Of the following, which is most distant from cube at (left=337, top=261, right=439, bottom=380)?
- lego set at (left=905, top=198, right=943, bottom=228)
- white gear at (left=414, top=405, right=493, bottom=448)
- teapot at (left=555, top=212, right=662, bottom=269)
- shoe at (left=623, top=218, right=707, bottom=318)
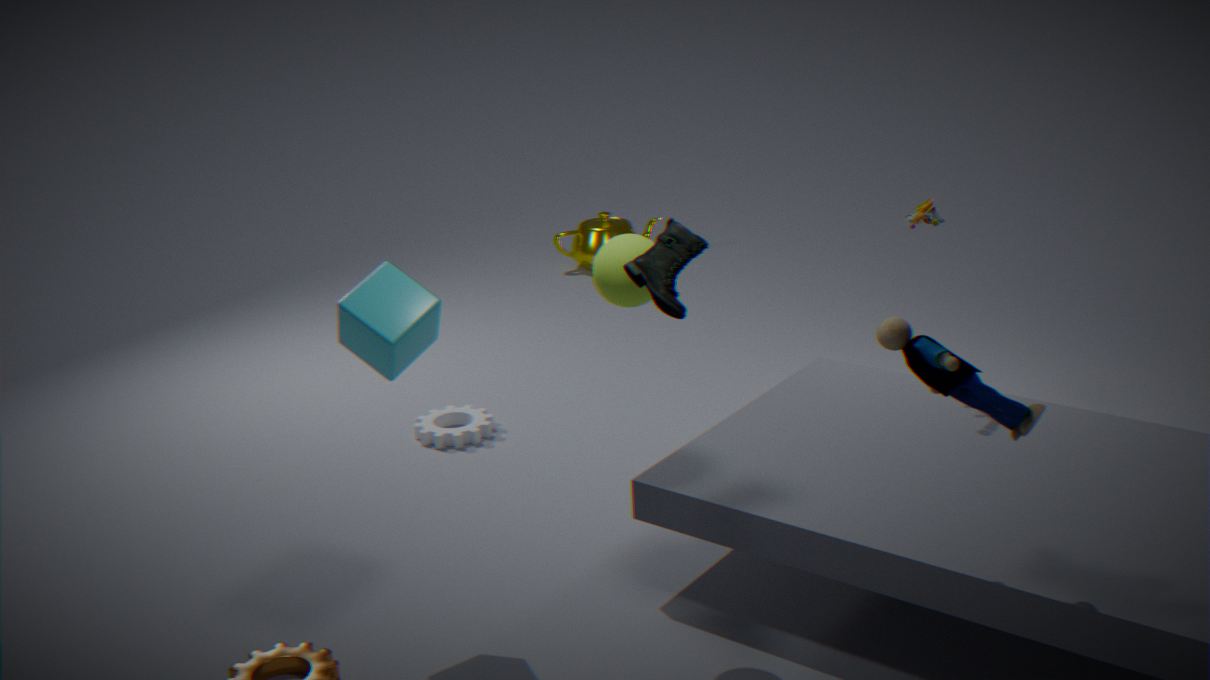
teapot at (left=555, top=212, right=662, bottom=269)
